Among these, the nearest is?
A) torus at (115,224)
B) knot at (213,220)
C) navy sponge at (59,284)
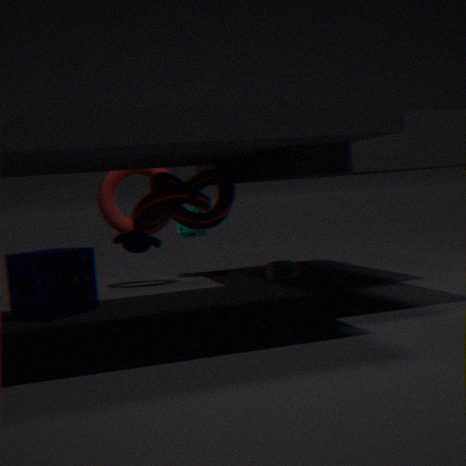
knot at (213,220)
